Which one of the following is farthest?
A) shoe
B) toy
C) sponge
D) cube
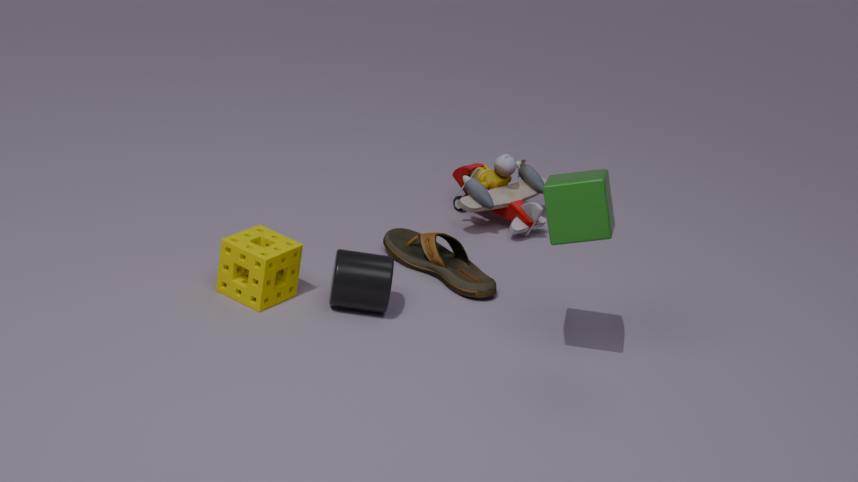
toy
